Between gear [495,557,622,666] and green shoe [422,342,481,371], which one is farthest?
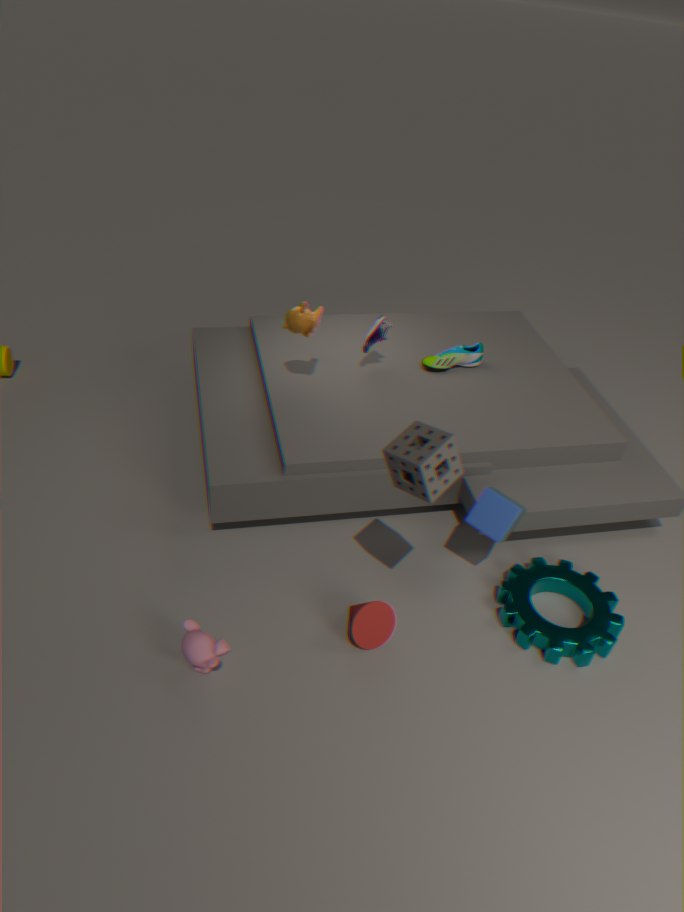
green shoe [422,342,481,371]
